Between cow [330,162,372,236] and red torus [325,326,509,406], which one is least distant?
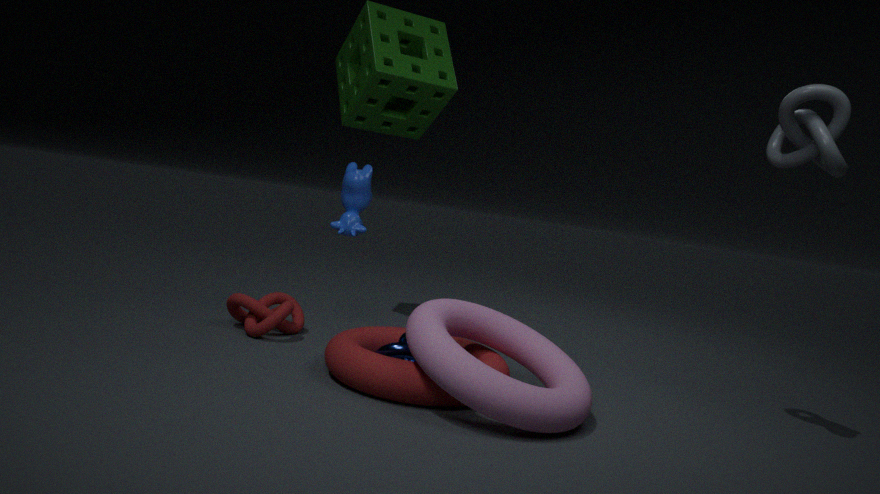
red torus [325,326,509,406]
